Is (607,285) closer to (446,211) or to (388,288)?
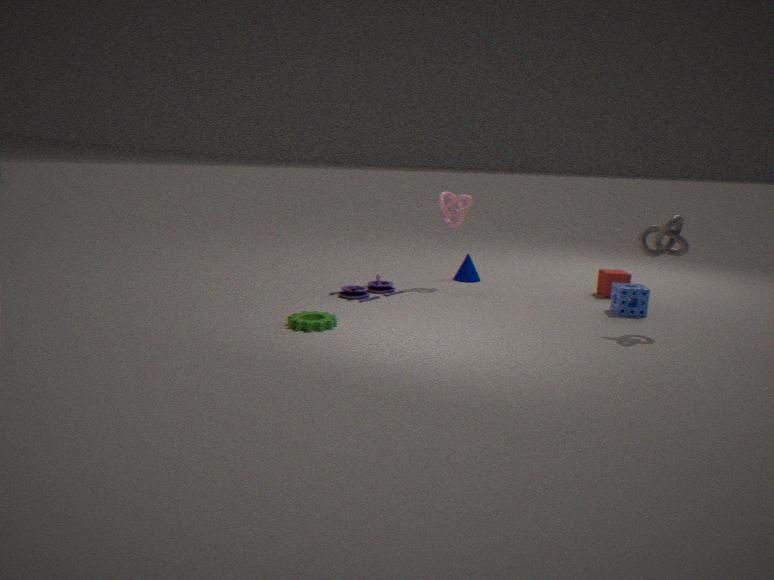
(446,211)
